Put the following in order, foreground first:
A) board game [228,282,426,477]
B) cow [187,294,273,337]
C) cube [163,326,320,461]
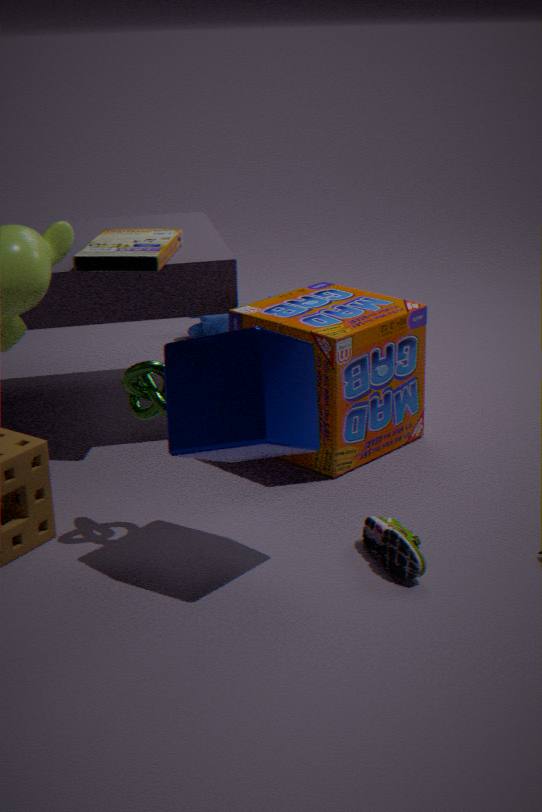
C. cube [163,326,320,461]
A. board game [228,282,426,477]
B. cow [187,294,273,337]
